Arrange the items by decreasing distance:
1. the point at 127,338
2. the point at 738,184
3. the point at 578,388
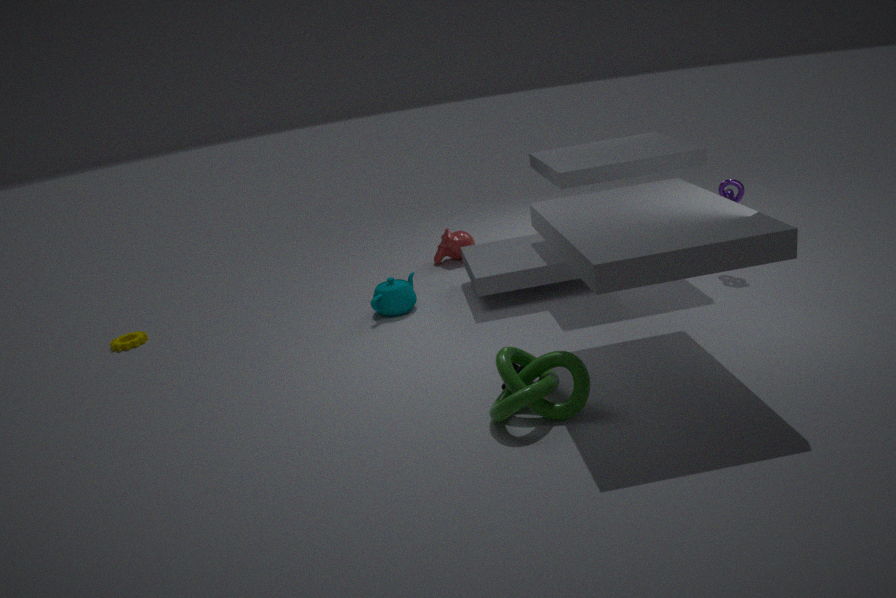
the point at 127,338, the point at 738,184, the point at 578,388
